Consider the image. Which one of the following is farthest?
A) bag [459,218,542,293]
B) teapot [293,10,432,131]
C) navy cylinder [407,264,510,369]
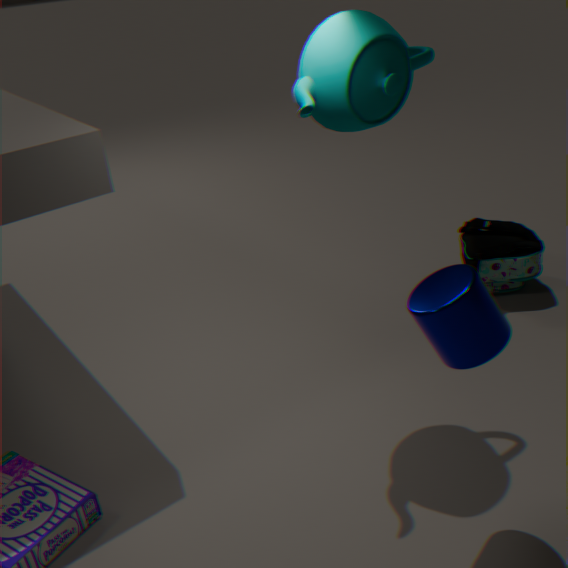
bag [459,218,542,293]
